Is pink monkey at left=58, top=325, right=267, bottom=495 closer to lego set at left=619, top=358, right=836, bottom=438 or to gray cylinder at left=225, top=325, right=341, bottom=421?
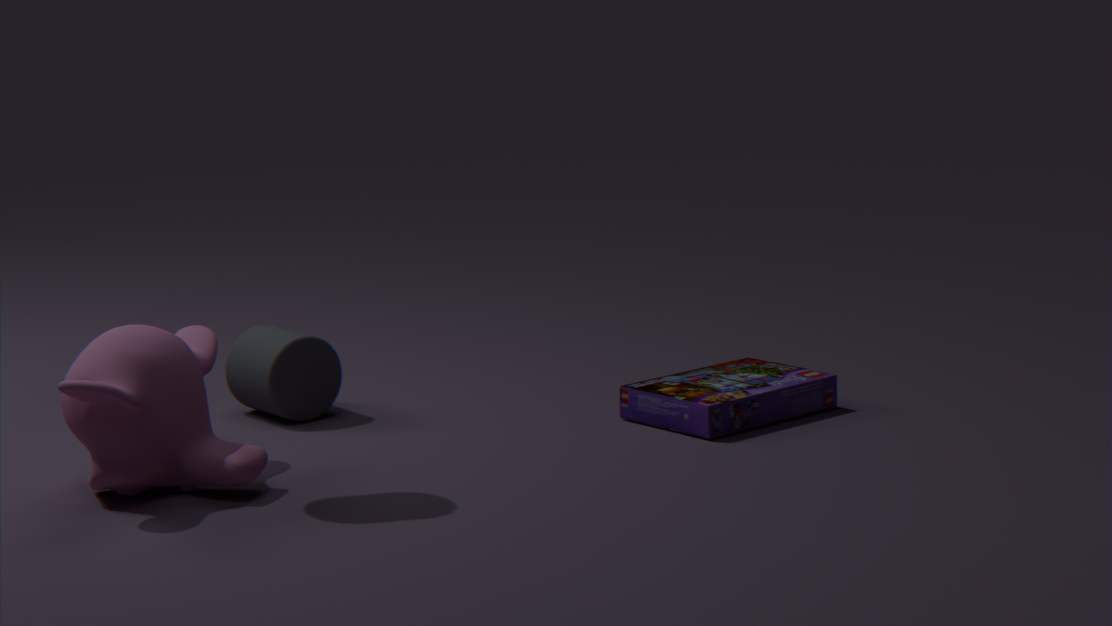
gray cylinder at left=225, top=325, right=341, bottom=421
